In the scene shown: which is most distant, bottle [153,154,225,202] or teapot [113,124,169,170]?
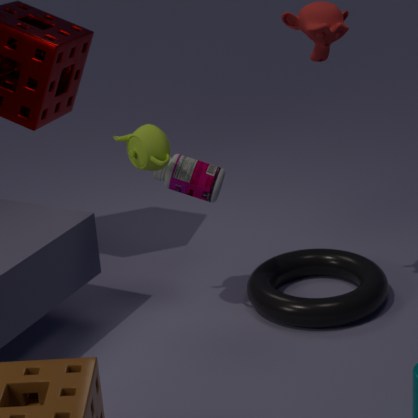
bottle [153,154,225,202]
